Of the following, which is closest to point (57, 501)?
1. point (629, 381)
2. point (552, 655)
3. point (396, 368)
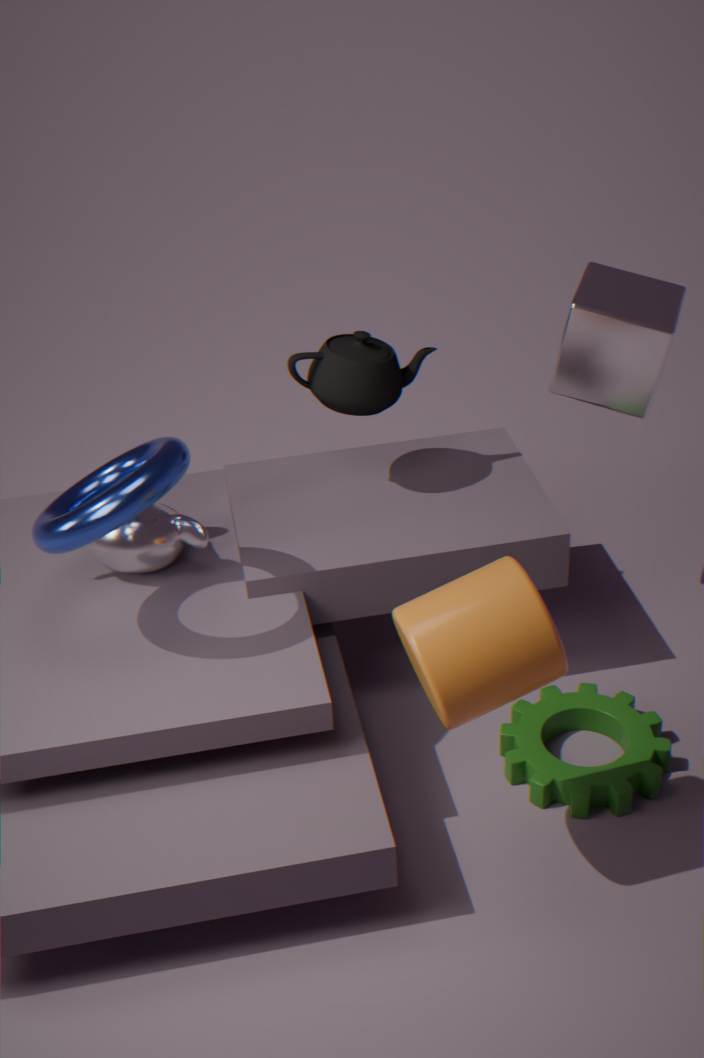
point (396, 368)
